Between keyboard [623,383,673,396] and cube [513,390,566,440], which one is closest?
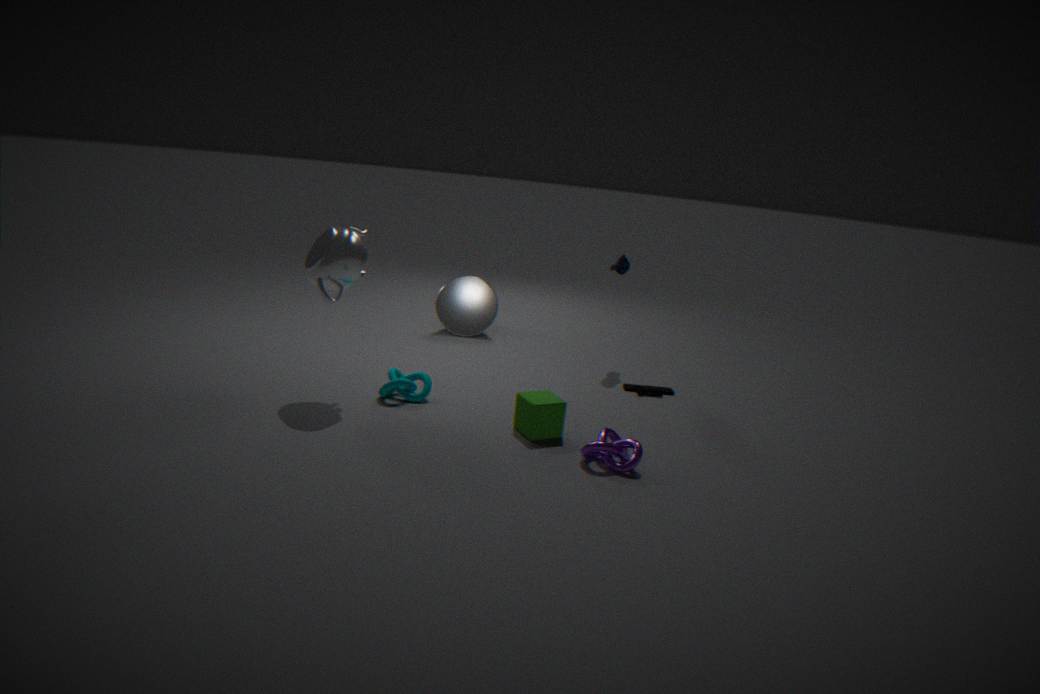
cube [513,390,566,440]
